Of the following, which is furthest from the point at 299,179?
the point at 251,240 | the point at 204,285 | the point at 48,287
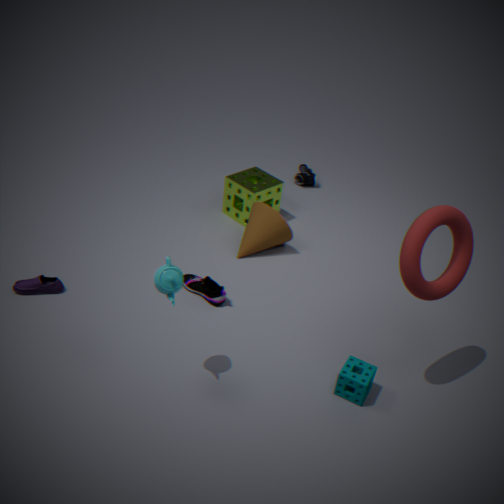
the point at 48,287
